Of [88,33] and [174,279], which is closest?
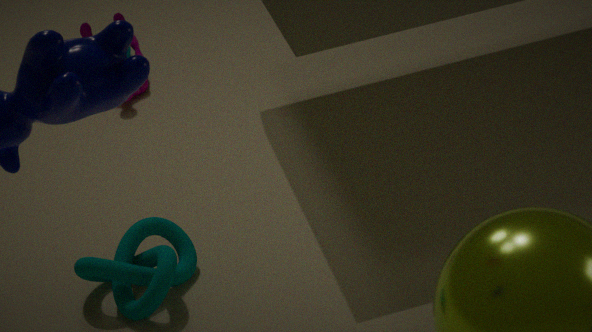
[174,279]
